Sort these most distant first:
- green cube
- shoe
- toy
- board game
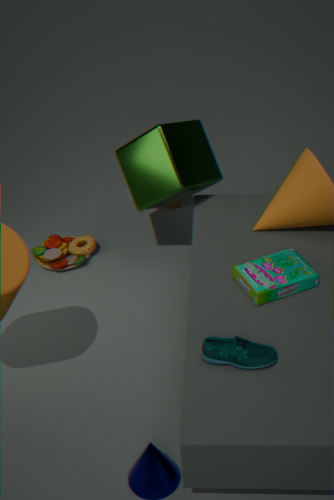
1. toy
2. green cube
3. board game
4. shoe
